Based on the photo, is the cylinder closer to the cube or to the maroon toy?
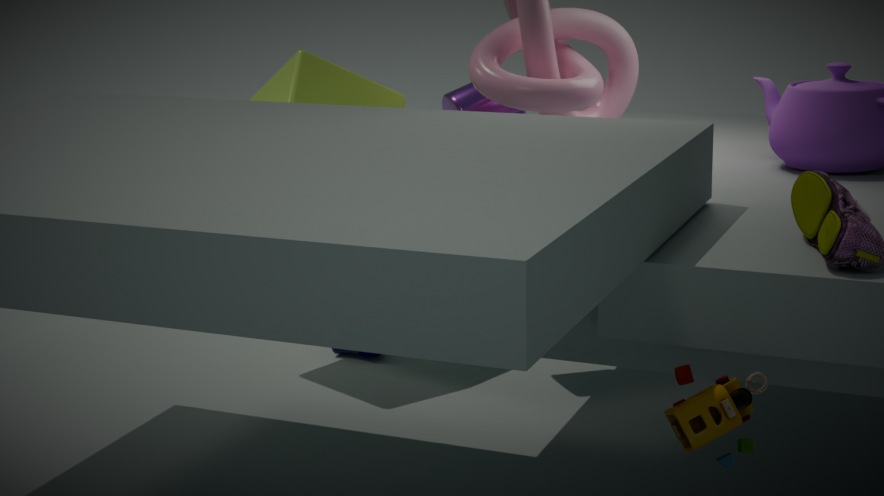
the cube
